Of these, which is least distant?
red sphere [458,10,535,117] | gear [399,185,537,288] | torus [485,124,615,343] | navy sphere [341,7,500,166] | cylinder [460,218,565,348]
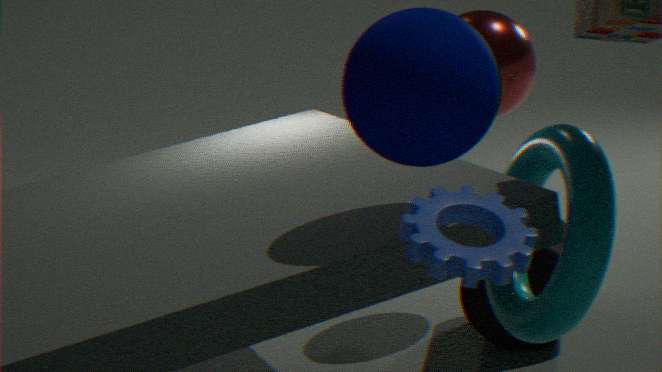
gear [399,185,537,288]
